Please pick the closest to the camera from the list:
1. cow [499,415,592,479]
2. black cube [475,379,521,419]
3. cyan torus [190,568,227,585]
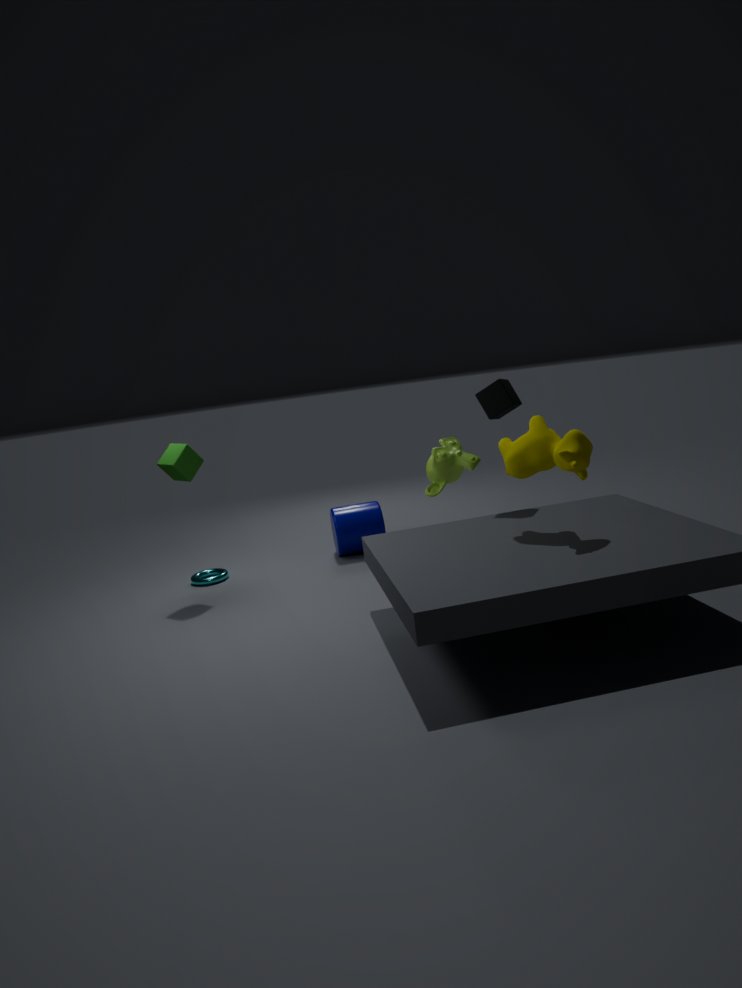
cow [499,415,592,479]
